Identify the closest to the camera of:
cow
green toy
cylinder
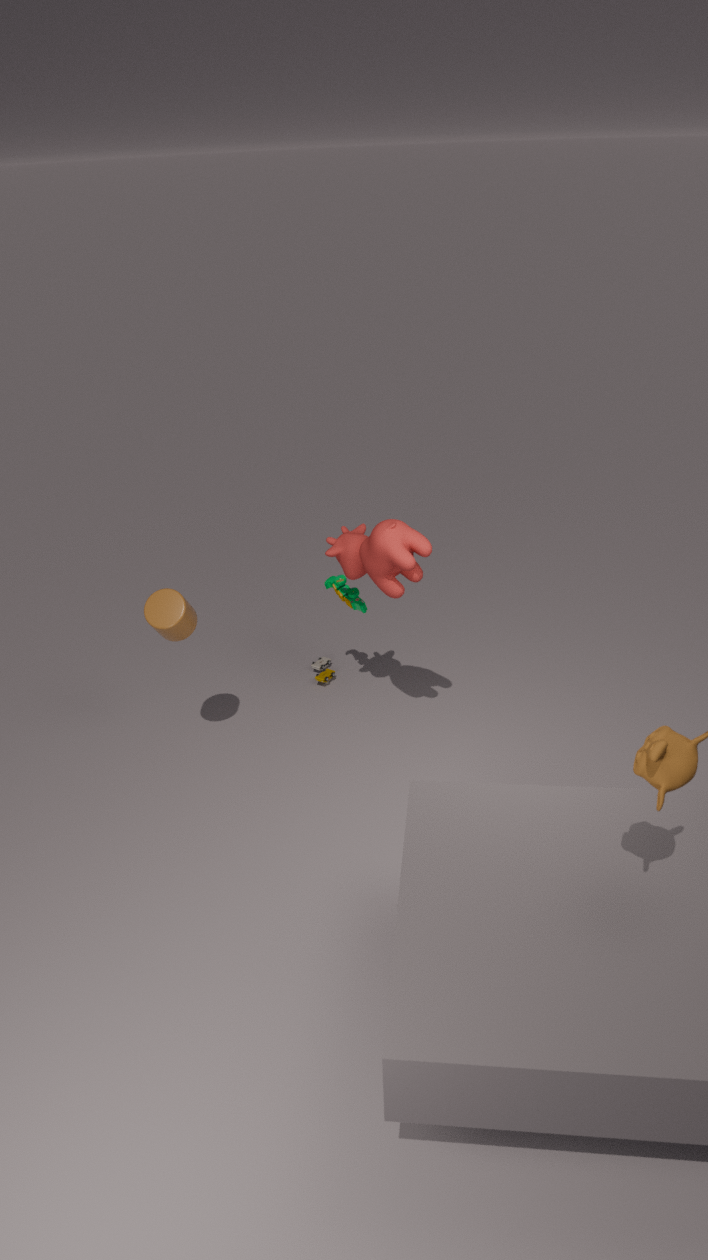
cow
